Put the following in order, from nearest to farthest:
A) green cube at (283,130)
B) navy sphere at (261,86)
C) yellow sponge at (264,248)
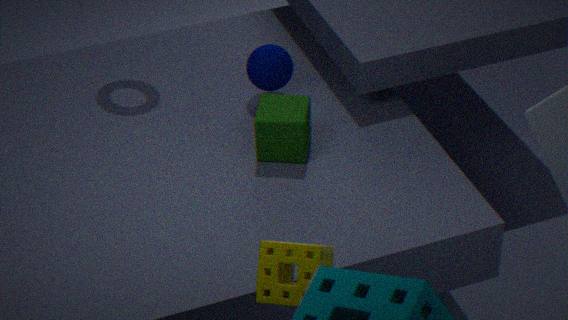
yellow sponge at (264,248), green cube at (283,130), navy sphere at (261,86)
